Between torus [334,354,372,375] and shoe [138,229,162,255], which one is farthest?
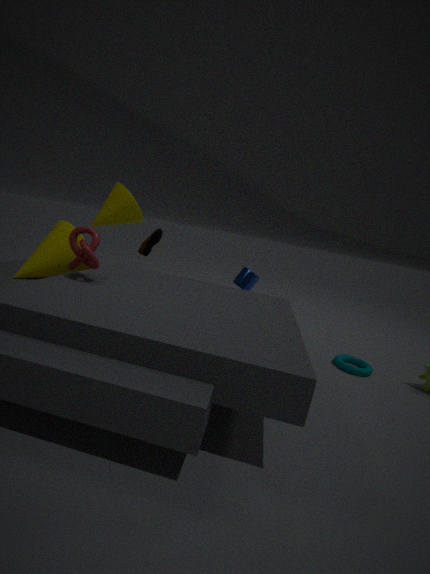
shoe [138,229,162,255]
